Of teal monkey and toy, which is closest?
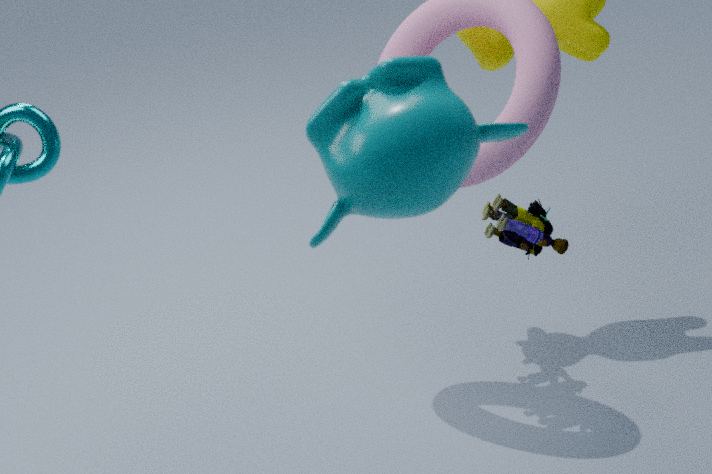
teal monkey
